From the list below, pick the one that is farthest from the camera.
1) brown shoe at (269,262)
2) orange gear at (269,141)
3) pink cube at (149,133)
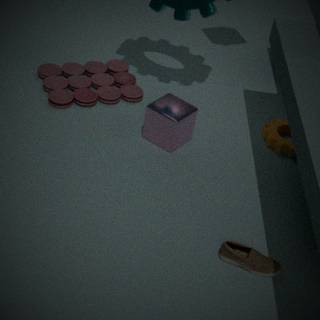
2. orange gear at (269,141)
